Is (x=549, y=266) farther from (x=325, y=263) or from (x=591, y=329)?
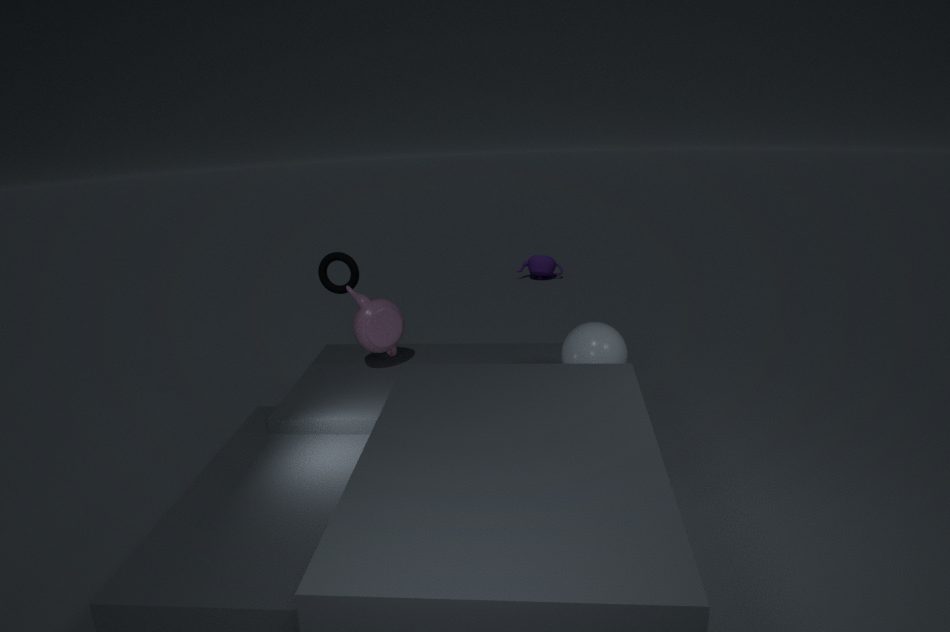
(x=591, y=329)
